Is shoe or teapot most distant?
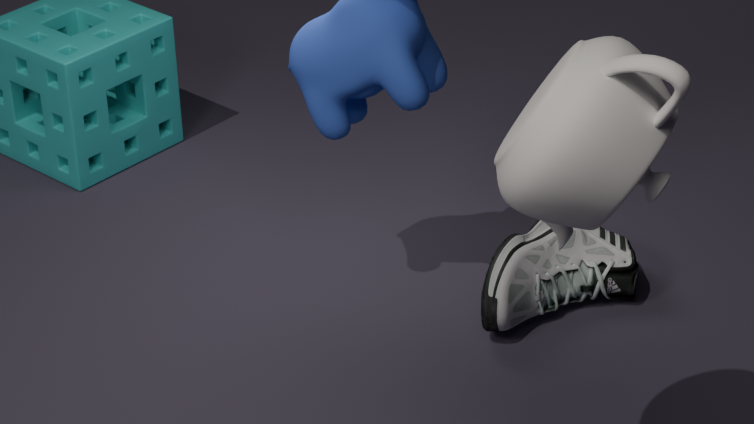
shoe
